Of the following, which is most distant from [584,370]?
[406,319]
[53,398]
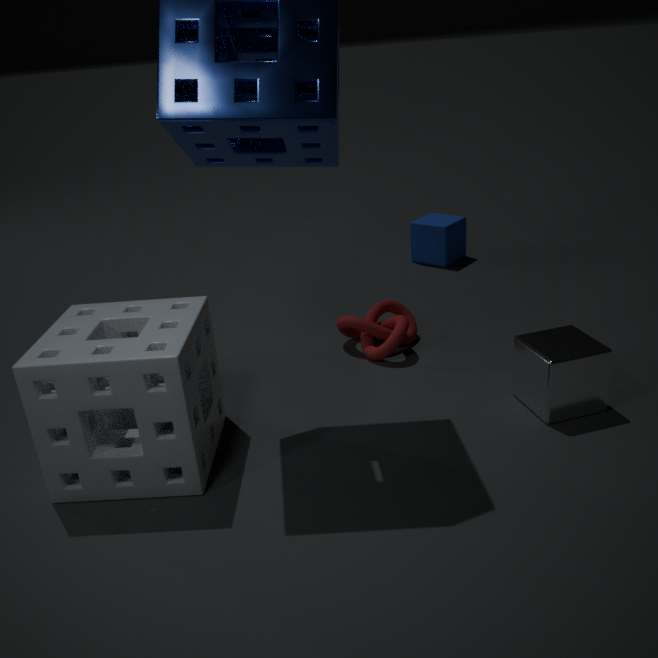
[53,398]
